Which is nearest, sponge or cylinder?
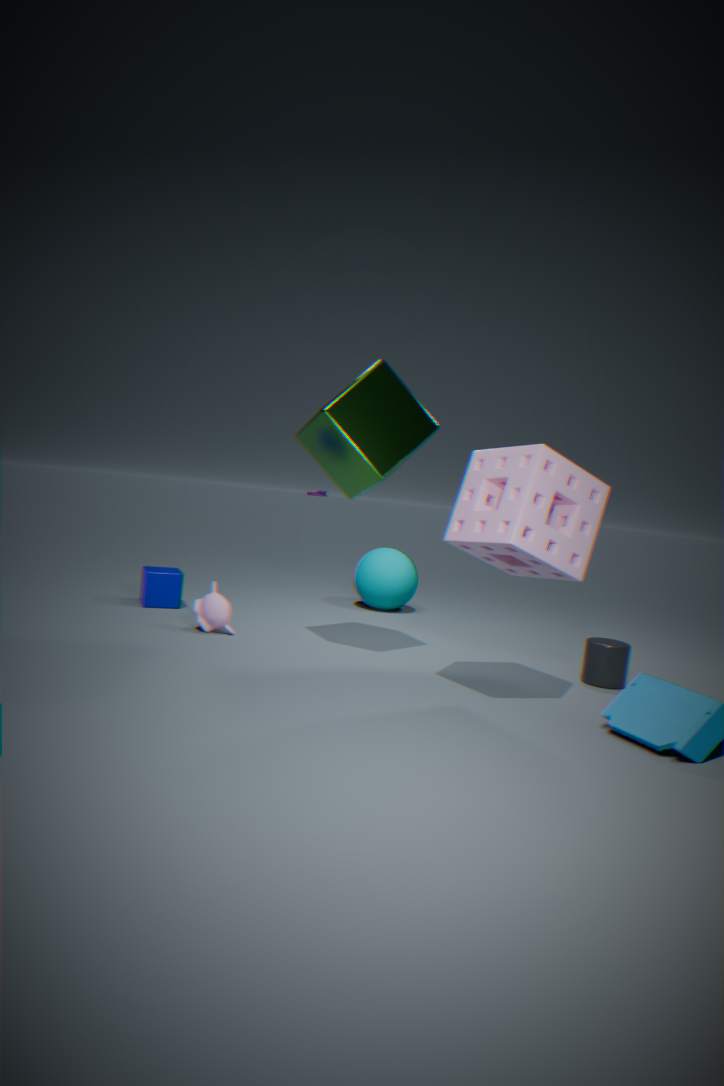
sponge
